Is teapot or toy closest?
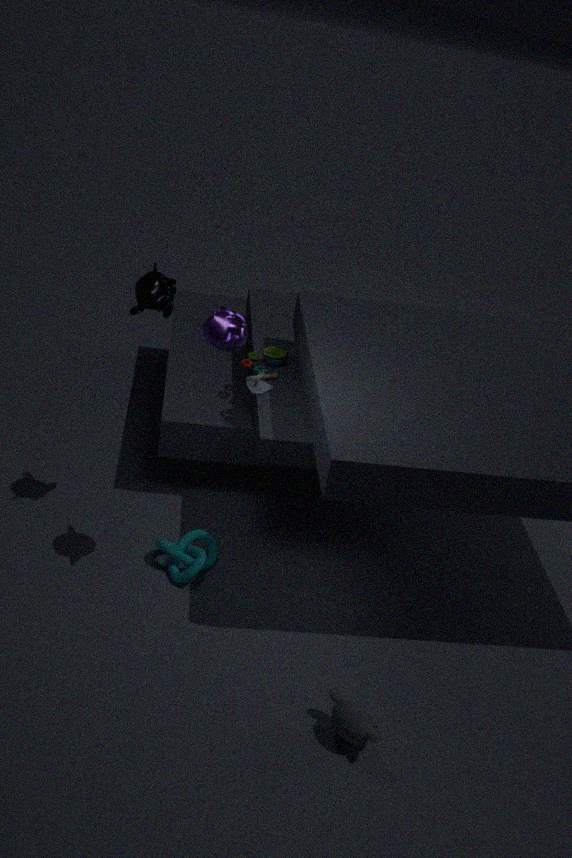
teapot
